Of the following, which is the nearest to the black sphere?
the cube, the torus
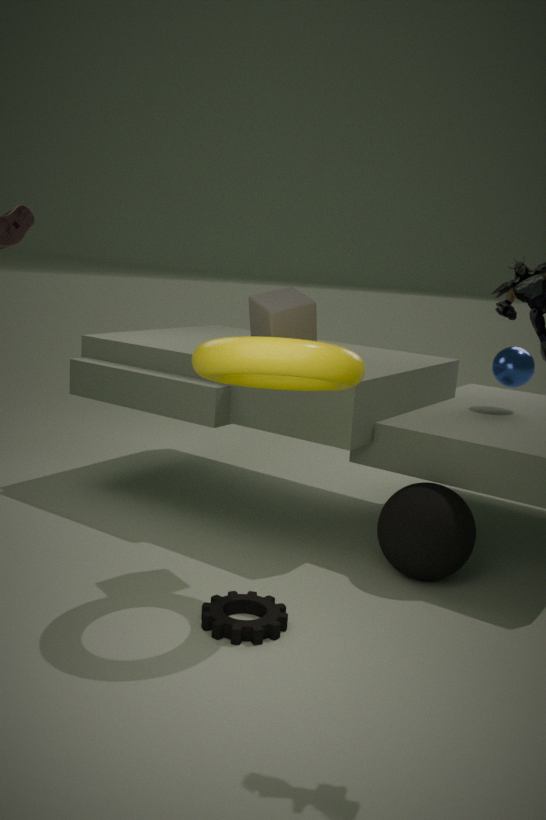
the torus
